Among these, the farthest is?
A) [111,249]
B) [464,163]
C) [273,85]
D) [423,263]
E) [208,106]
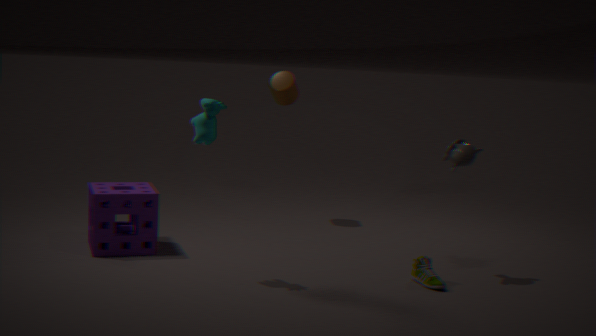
[273,85]
